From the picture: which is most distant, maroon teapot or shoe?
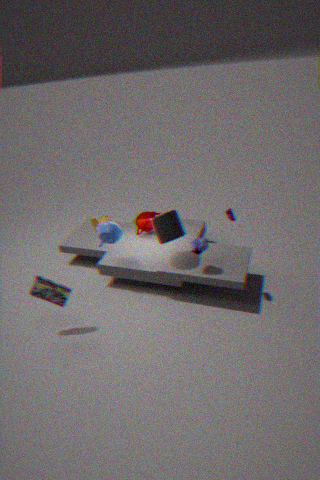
maroon teapot
